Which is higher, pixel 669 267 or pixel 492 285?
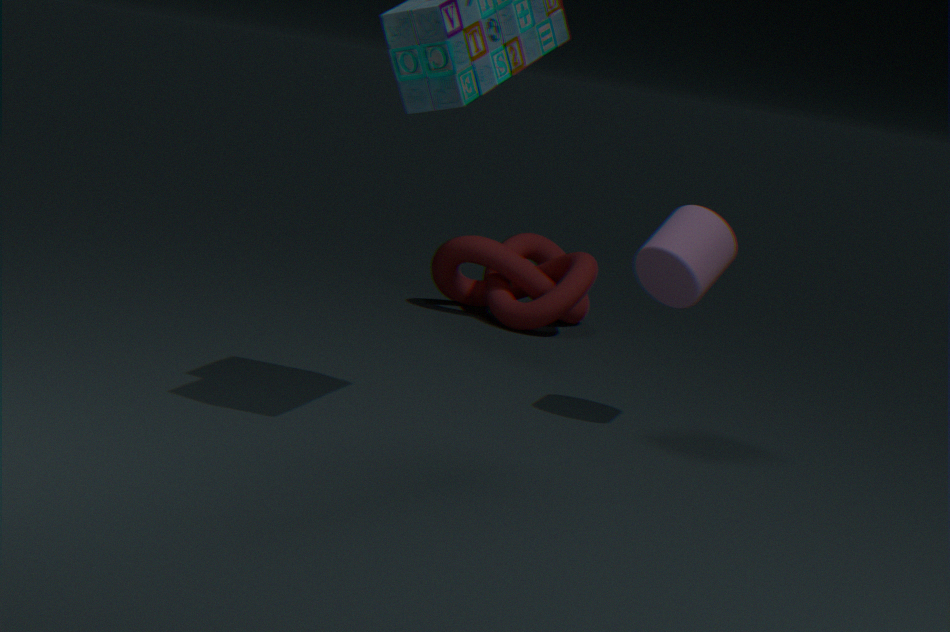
pixel 669 267
